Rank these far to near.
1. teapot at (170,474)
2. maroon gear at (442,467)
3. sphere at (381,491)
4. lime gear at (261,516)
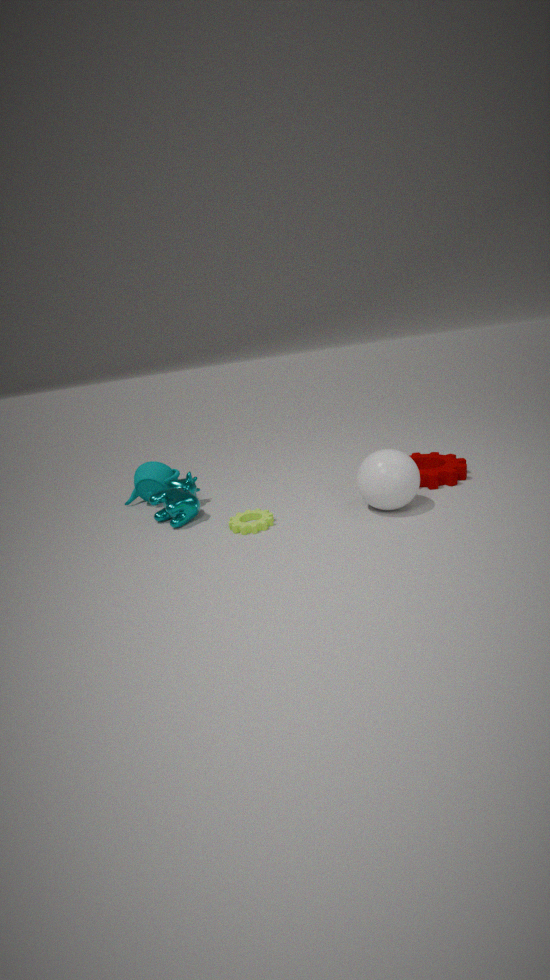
teapot at (170,474) → maroon gear at (442,467) → lime gear at (261,516) → sphere at (381,491)
